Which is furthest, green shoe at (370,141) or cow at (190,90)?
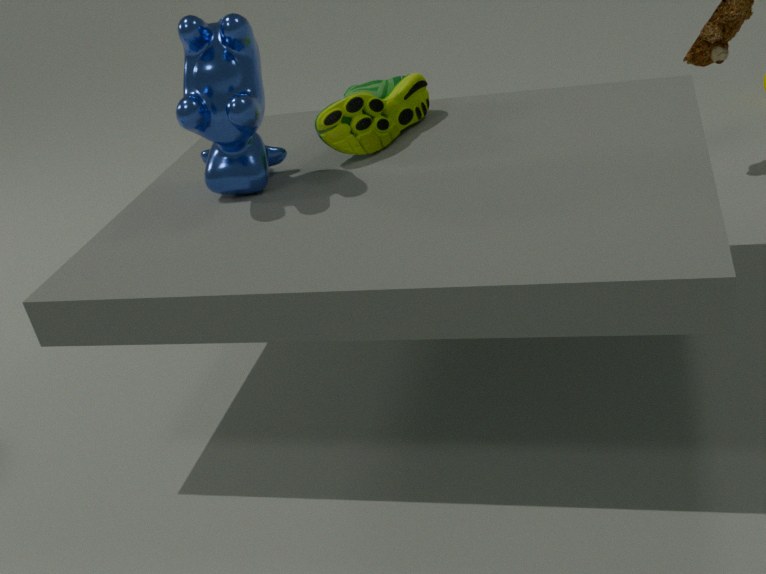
green shoe at (370,141)
